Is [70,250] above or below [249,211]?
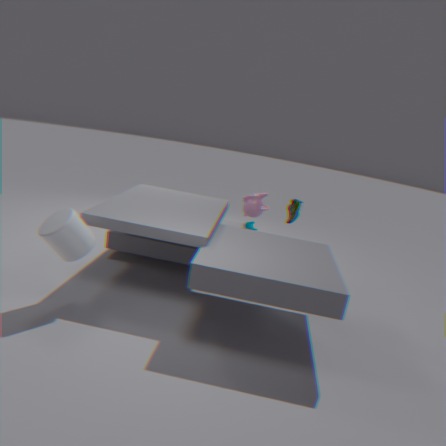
below
